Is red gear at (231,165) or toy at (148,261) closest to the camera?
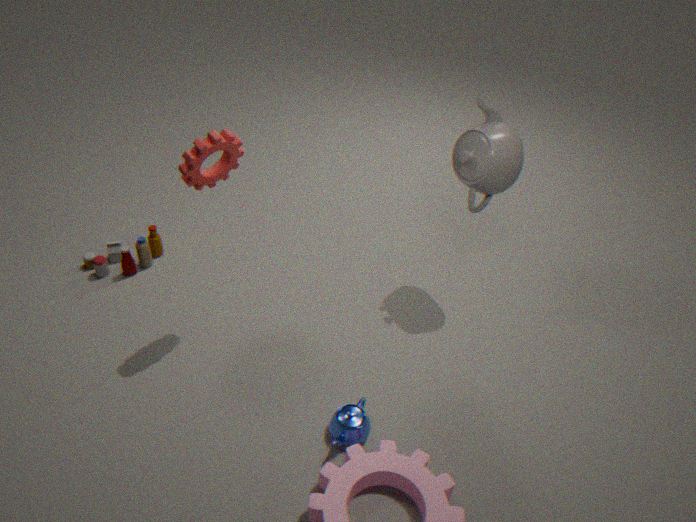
red gear at (231,165)
